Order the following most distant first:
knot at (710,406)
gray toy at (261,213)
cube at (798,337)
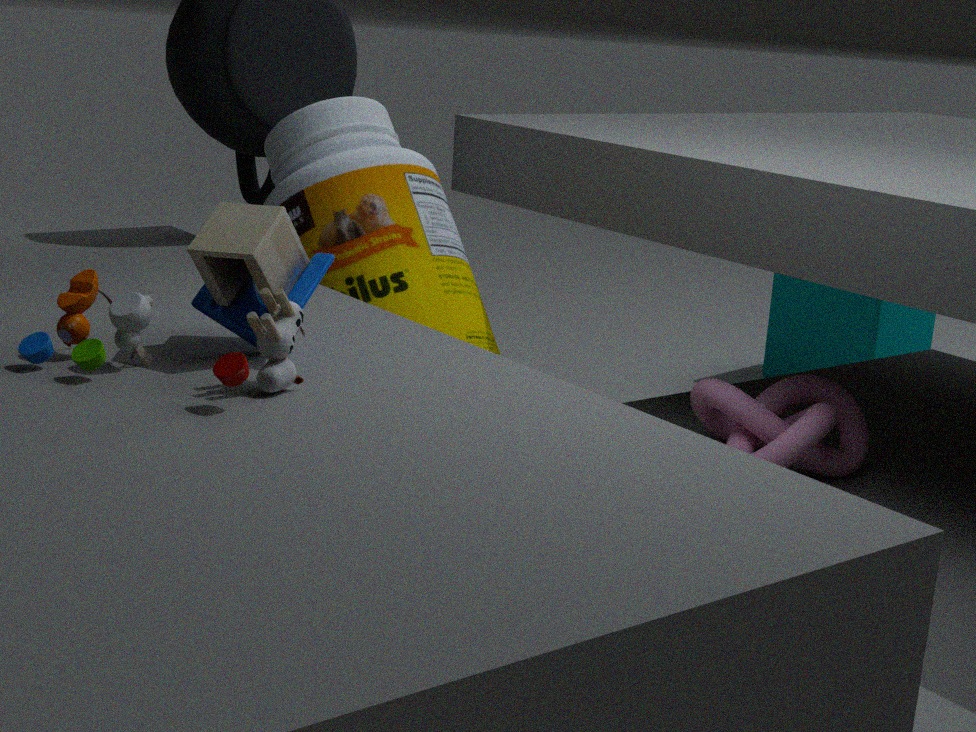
cube at (798,337)
knot at (710,406)
gray toy at (261,213)
